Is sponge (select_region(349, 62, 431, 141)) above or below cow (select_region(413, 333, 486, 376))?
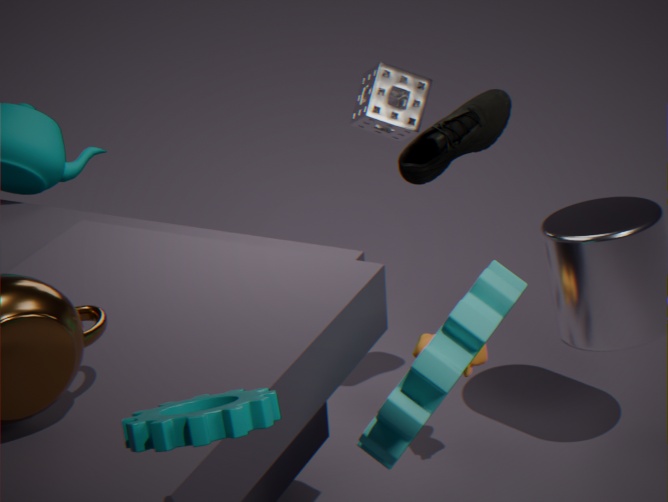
above
